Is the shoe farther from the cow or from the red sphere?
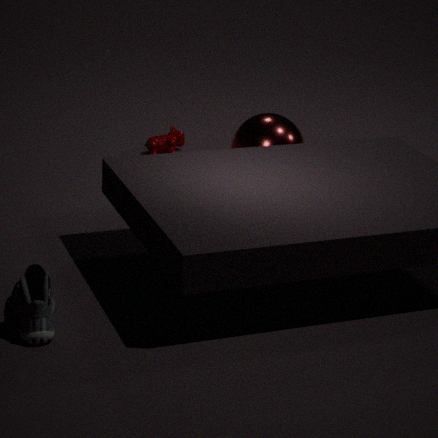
the cow
